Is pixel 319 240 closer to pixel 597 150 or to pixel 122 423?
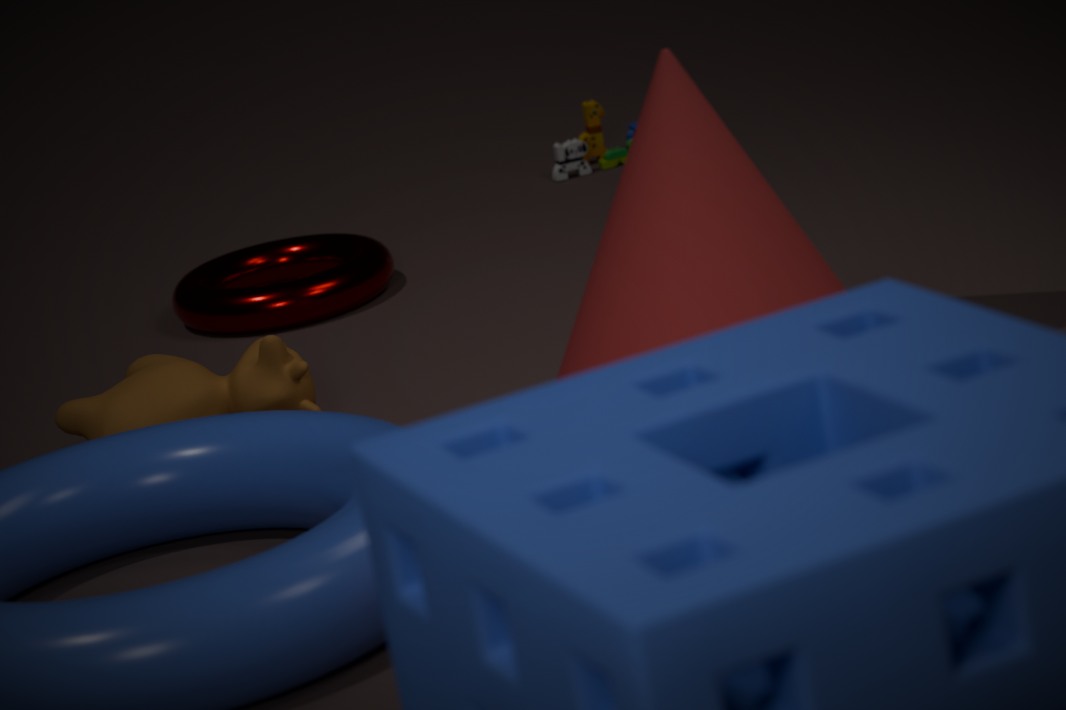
pixel 122 423
